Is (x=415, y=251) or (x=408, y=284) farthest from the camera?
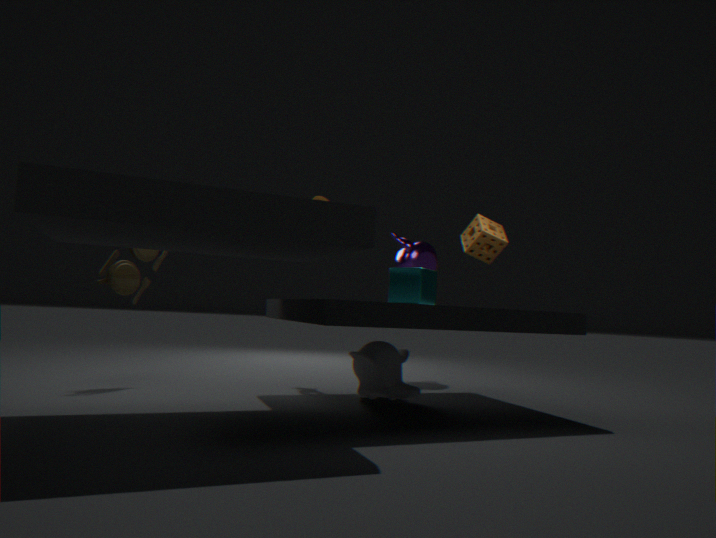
(x=415, y=251)
